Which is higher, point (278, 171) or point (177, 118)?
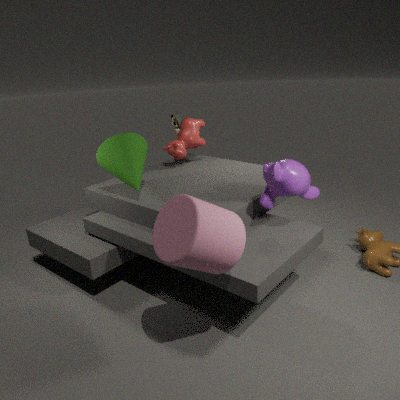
point (177, 118)
